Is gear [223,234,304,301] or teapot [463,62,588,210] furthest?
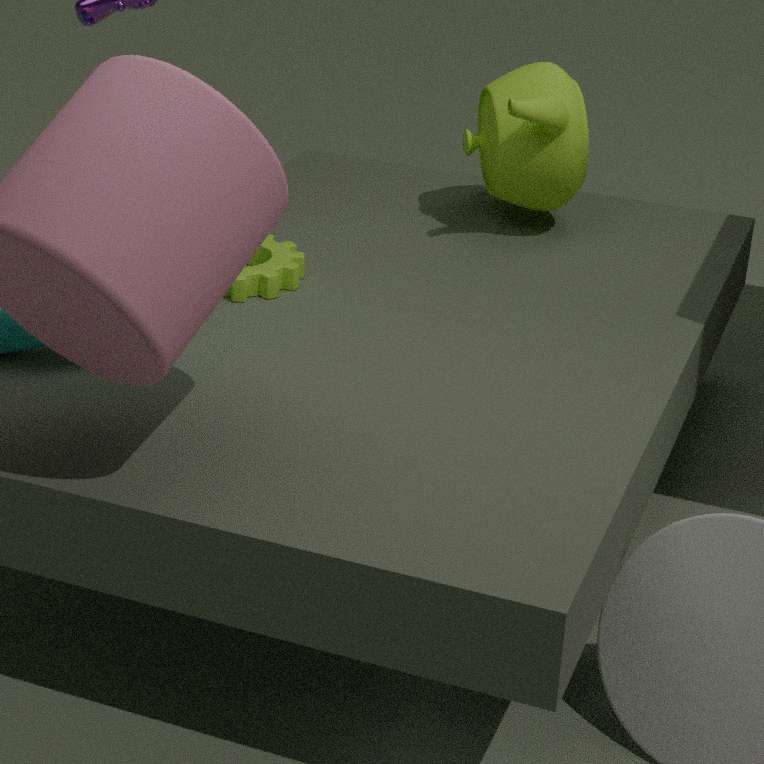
teapot [463,62,588,210]
